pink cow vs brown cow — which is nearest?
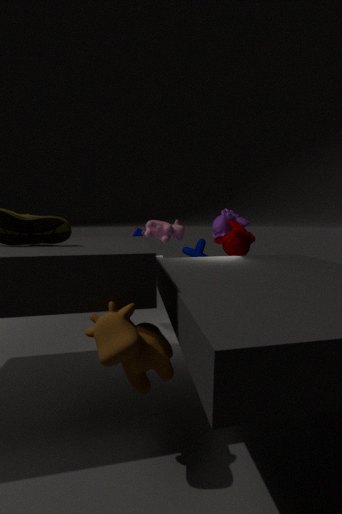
brown cow
